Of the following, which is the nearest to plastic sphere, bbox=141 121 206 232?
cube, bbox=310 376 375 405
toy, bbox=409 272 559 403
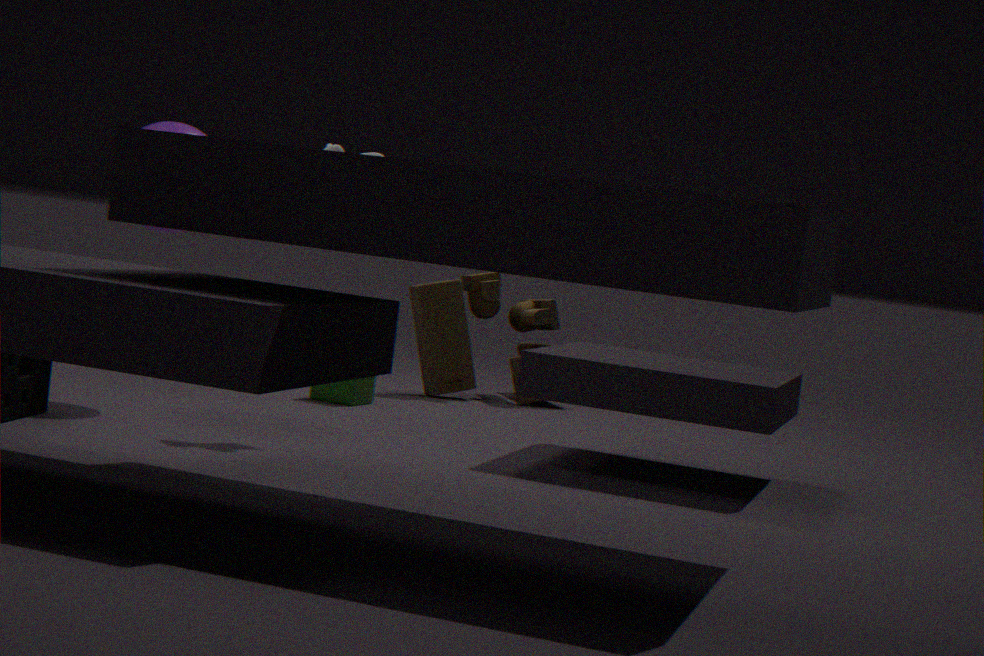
cube, bbox=310 376 375 405
